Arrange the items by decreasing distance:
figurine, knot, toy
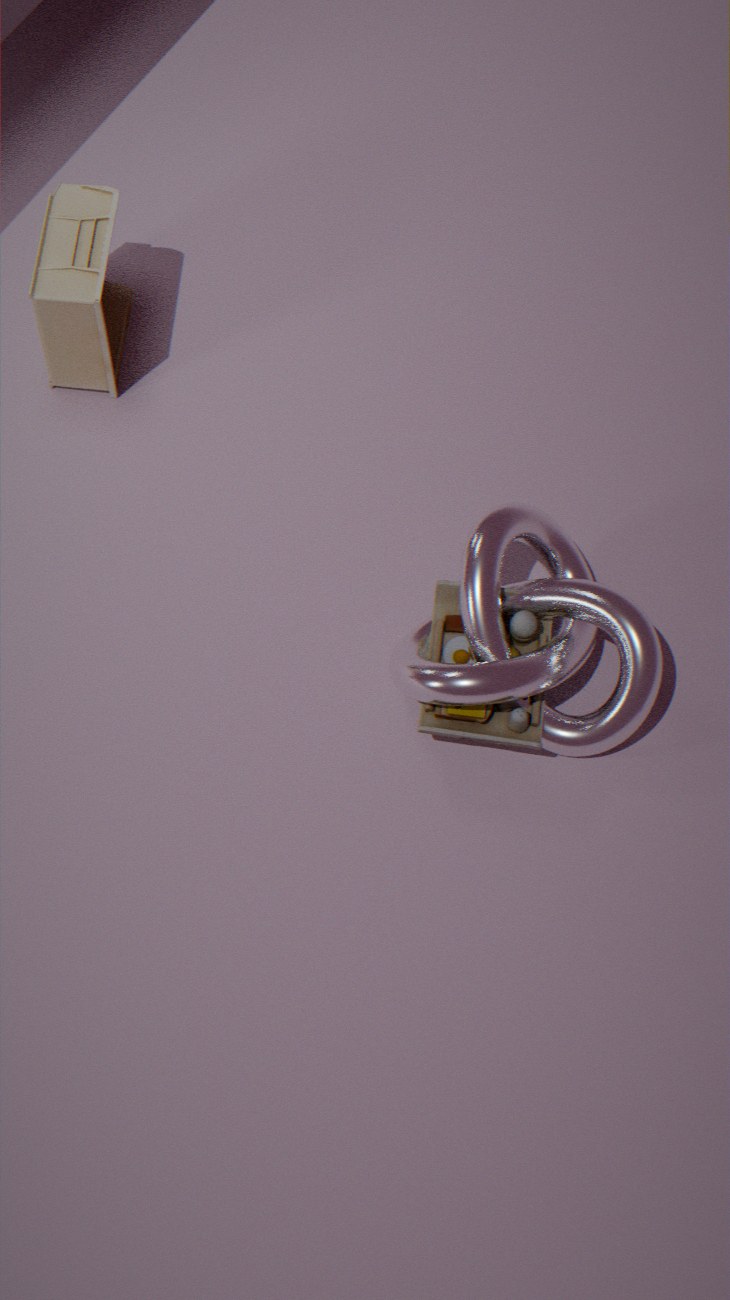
figurine → toy → knot
